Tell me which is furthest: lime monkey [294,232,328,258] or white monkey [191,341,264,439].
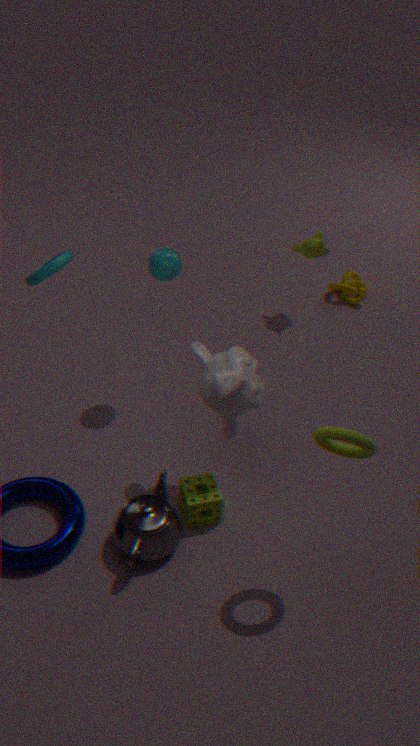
lime monkey [294,232,328,258]
